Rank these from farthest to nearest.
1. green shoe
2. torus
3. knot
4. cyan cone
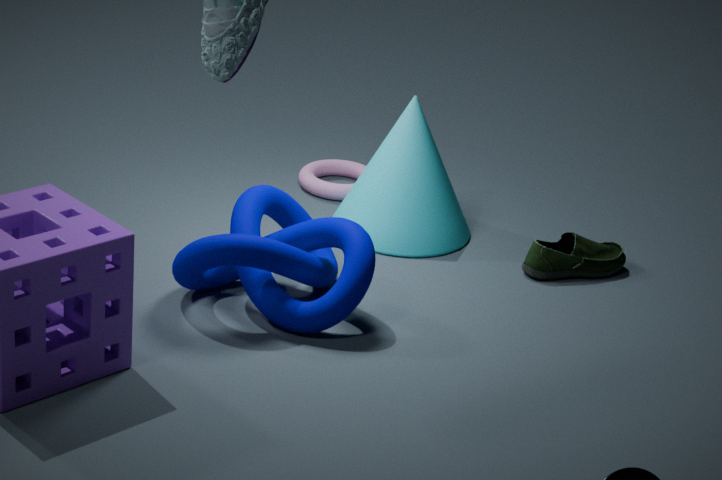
torus → cyan cone → green shoe → knot
